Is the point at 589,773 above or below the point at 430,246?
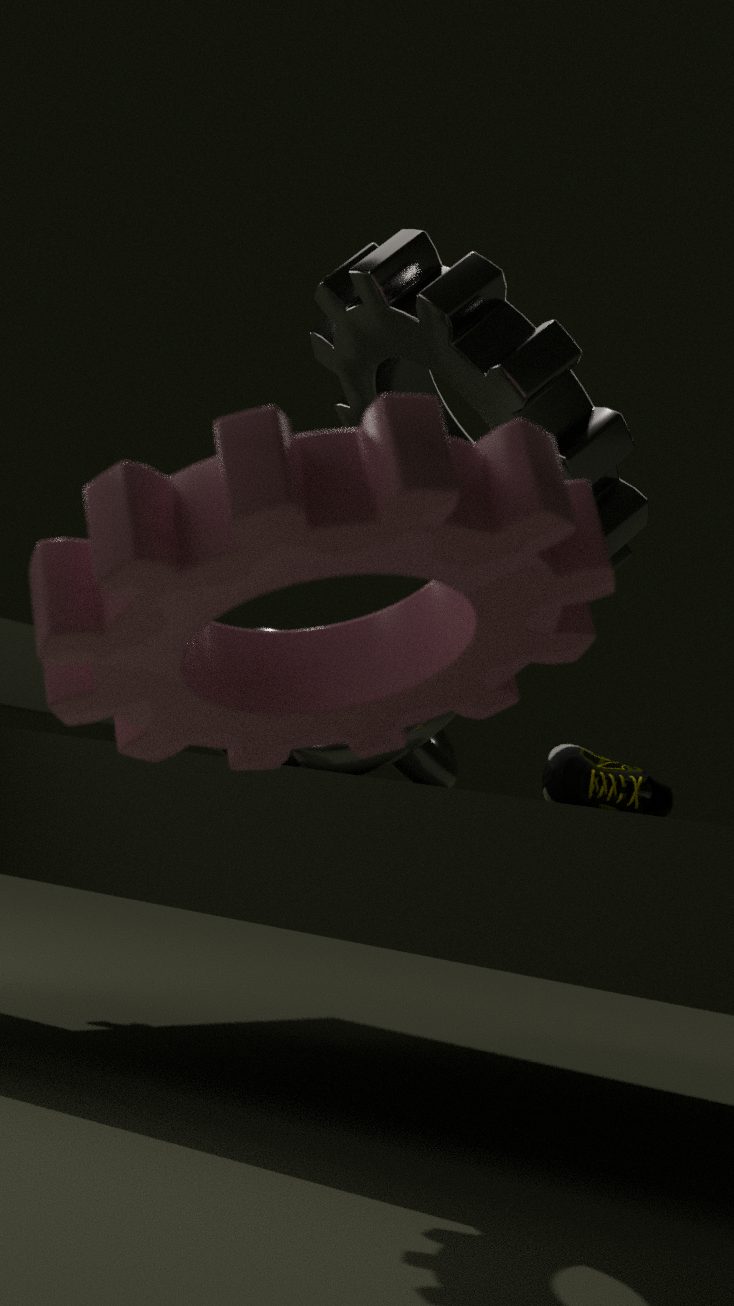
below
